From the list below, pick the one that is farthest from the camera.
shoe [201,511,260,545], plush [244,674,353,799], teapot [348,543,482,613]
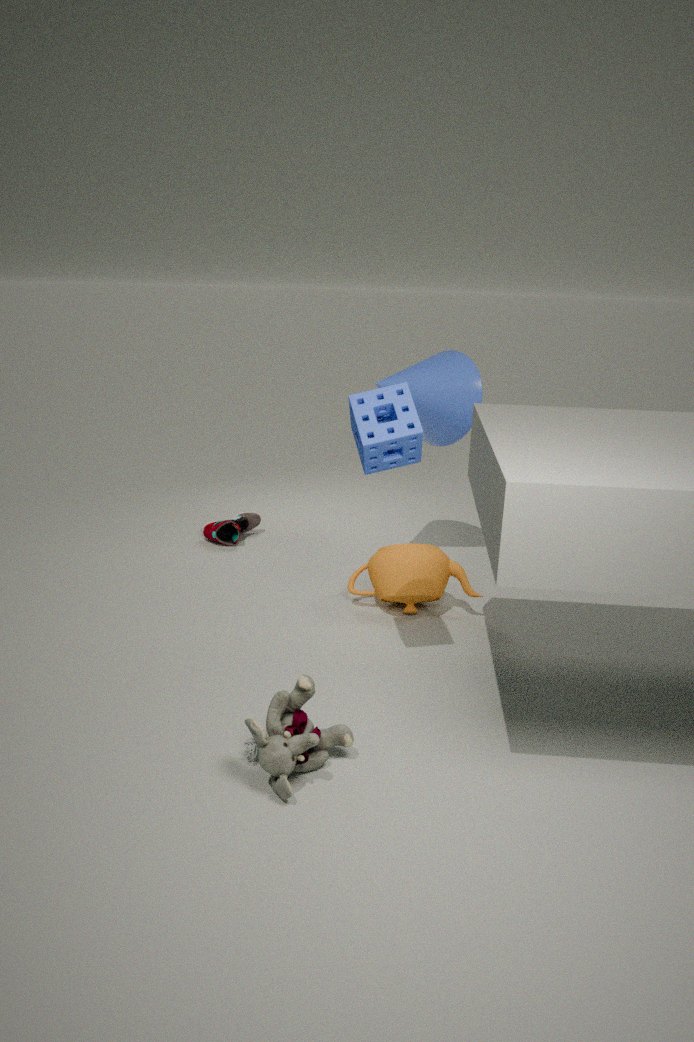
shoe [201,511,260,545]
